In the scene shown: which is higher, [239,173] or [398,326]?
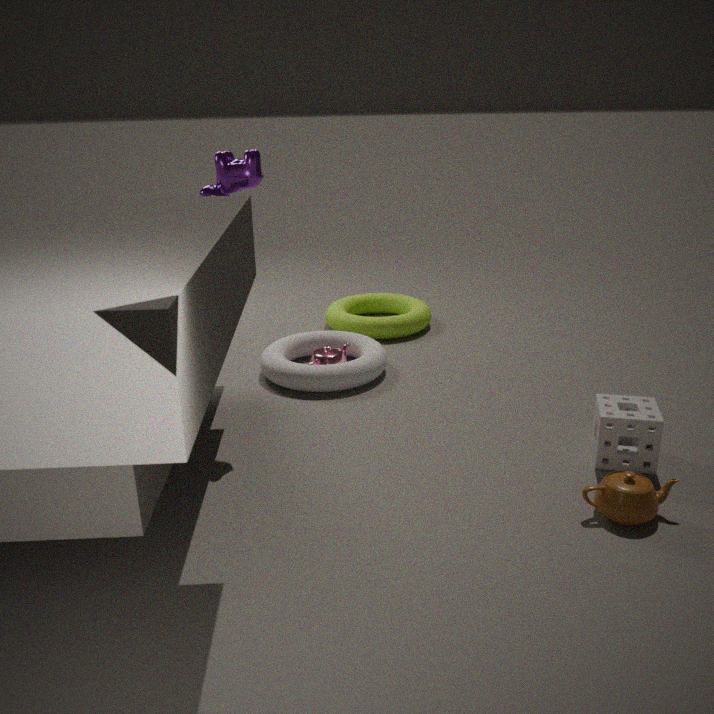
[239,173]
